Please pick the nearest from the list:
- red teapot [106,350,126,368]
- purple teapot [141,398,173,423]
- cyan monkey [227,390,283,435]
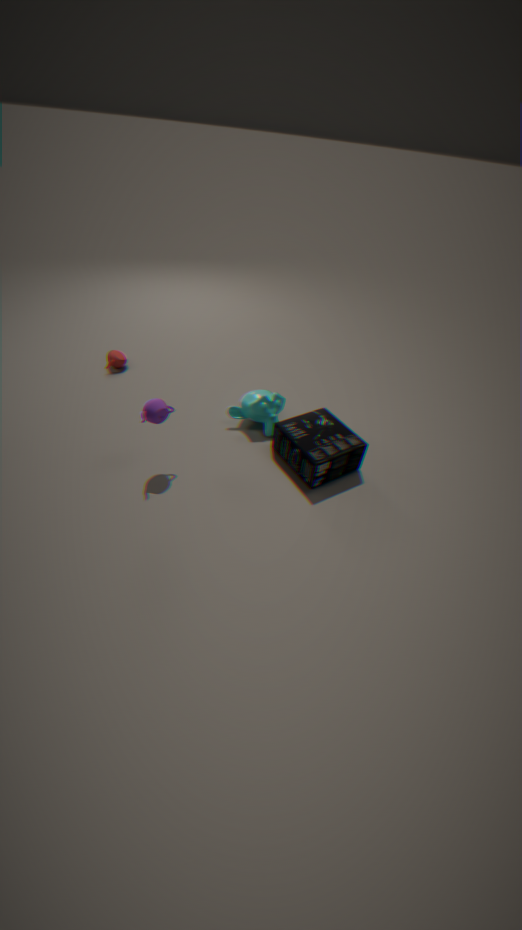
purple teapot [141,398,173,423]
